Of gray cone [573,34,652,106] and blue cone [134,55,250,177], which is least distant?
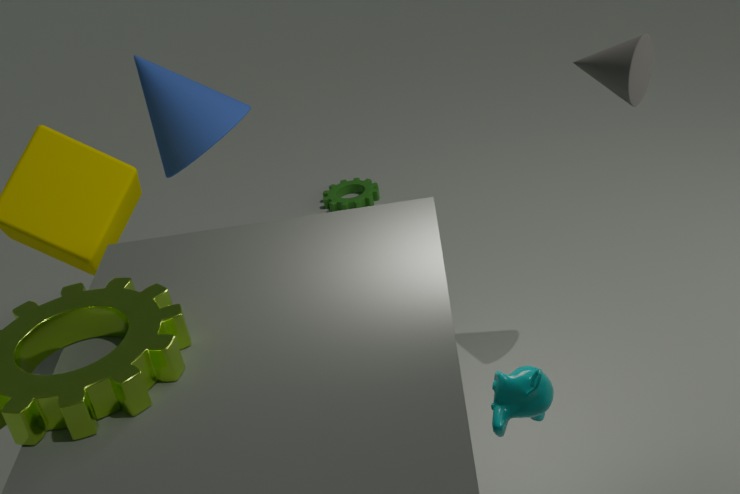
gray cone [573,34,652,106]
